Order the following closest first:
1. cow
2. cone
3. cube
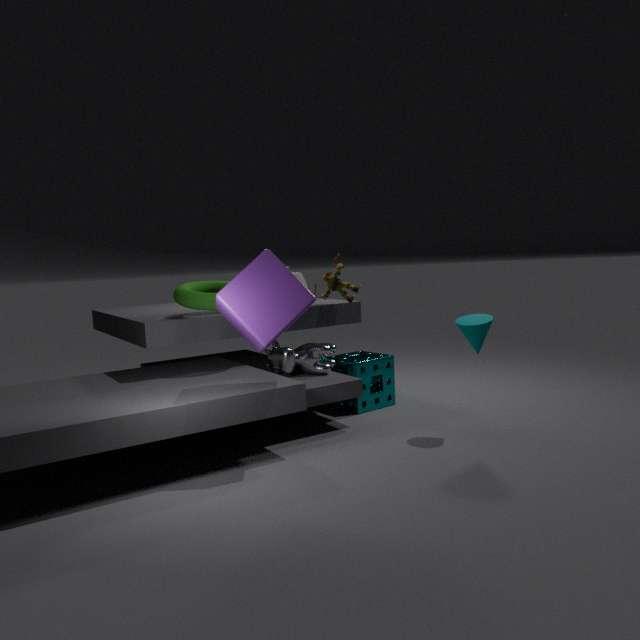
cube
cone
cow
